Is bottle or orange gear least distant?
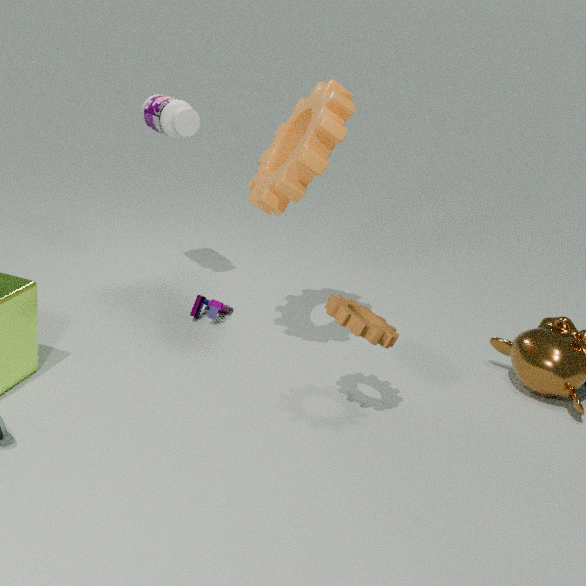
orange gear
